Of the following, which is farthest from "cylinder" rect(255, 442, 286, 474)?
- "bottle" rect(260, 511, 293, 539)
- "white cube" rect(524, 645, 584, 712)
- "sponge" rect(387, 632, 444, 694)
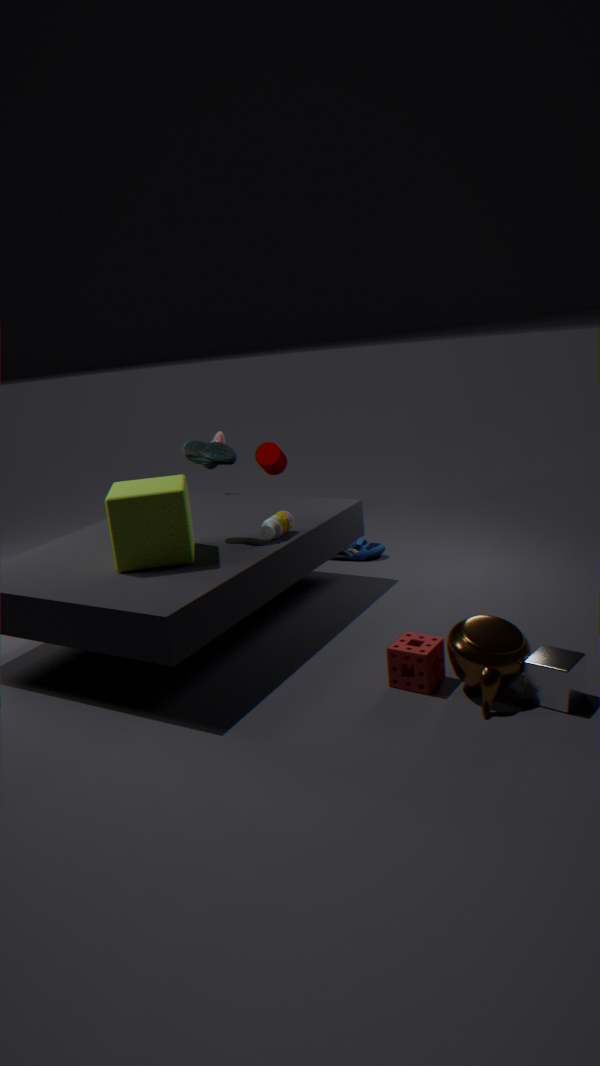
"white cube" rect(524, 645, 584, 712)
